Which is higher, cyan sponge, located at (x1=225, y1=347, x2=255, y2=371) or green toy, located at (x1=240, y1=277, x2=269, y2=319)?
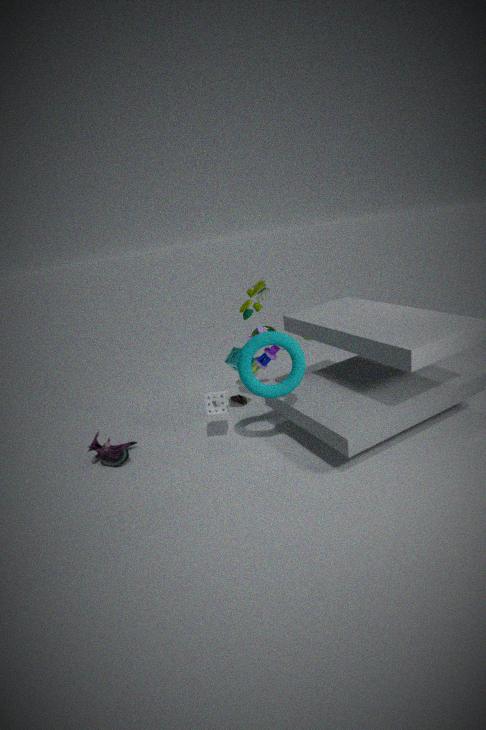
green toy, located at (x1=240, y1=277, x2=269, y2=319)
